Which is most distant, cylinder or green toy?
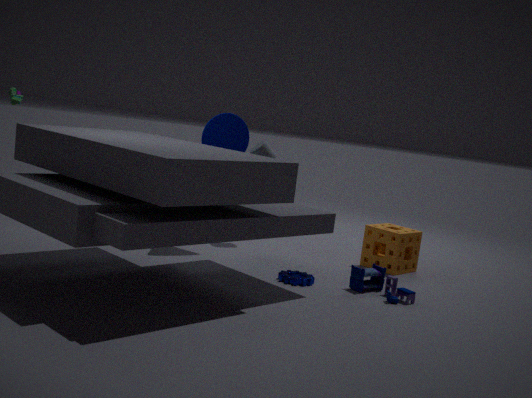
cylinder
